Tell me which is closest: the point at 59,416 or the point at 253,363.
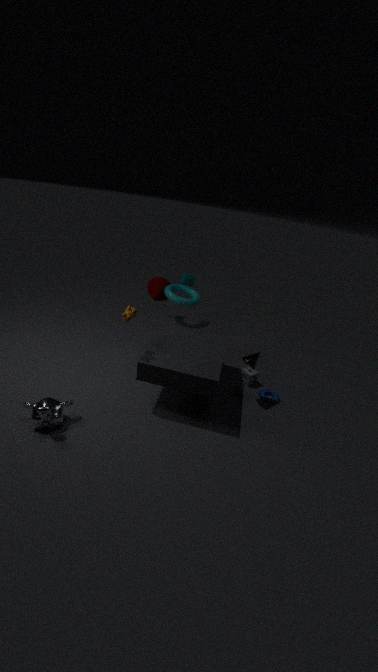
the point at 59,416
